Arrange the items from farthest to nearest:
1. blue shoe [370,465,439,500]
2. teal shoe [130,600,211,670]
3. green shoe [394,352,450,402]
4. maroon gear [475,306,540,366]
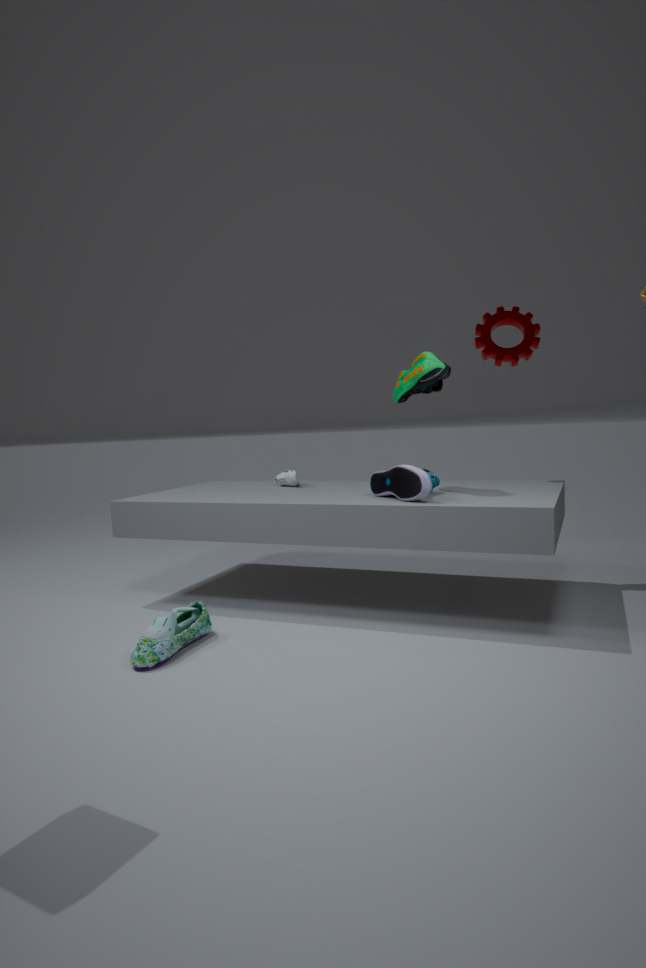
maroon gear [475,306,540,366] → green shoe [394,352,450,402] → blue shoe [370,465,439,500] → teal shoe [130,600,211,670]
